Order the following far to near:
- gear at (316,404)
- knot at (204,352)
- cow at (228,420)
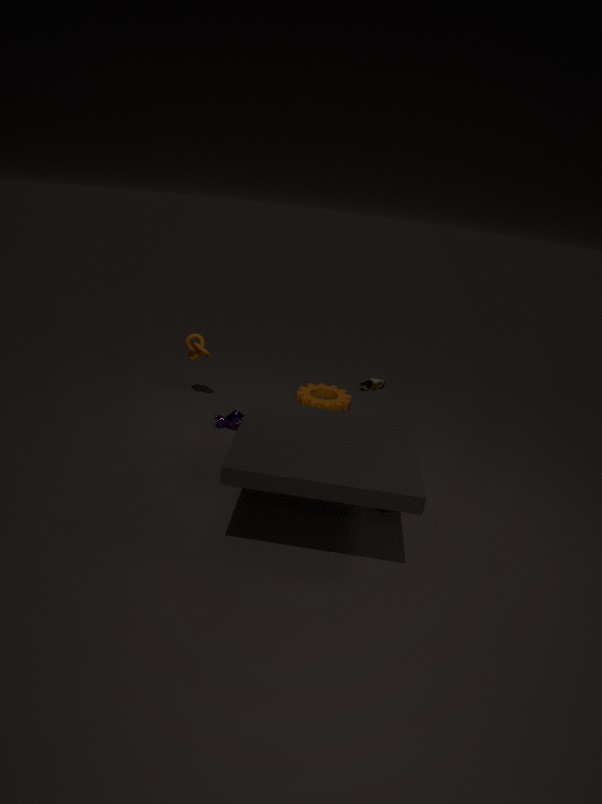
gear at (316,404) < knot at (204,352) < cow at (228,420)
